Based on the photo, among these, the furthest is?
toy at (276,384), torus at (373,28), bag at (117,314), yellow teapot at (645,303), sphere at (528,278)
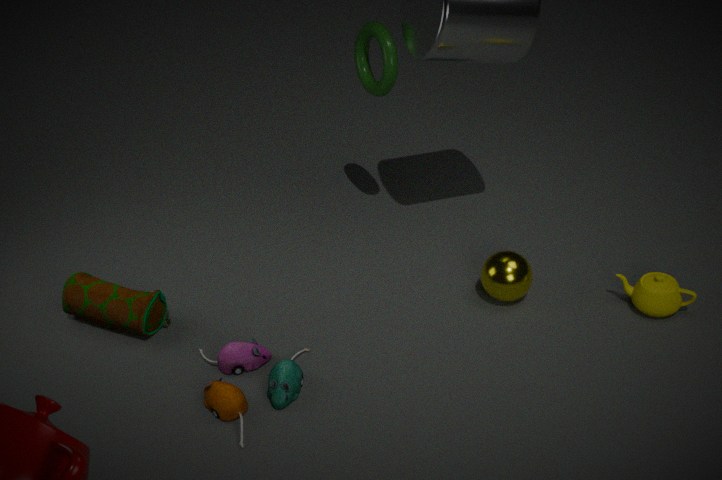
torus at (373,28)
